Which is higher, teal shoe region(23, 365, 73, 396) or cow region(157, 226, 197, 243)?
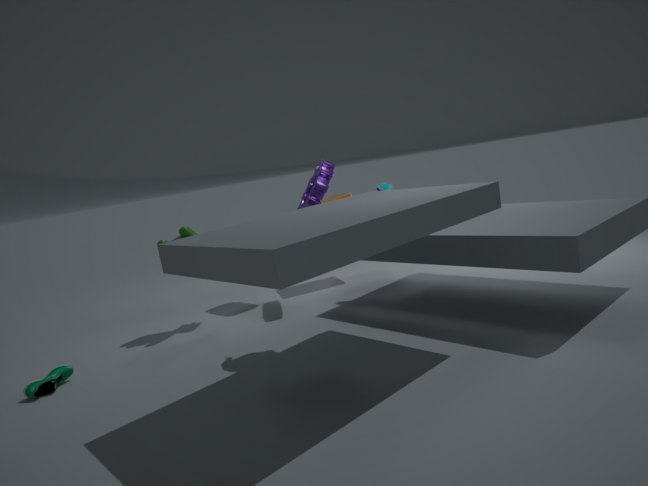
cow region(157, 226, 197, 243)
